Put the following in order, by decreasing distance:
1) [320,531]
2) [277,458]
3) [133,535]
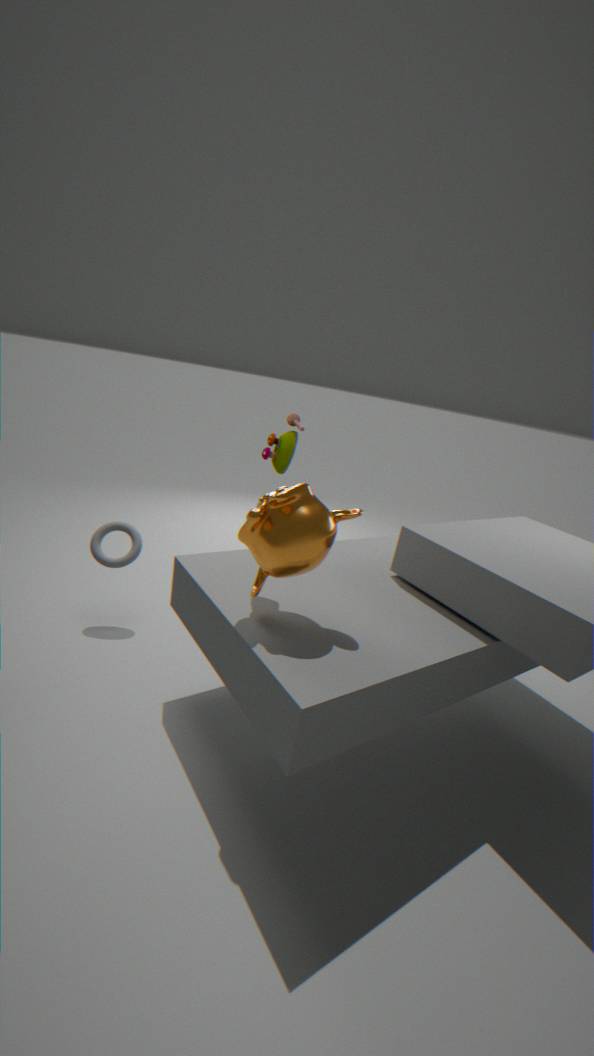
2. [277,458], 3. [133,535], 1. [320,531]
